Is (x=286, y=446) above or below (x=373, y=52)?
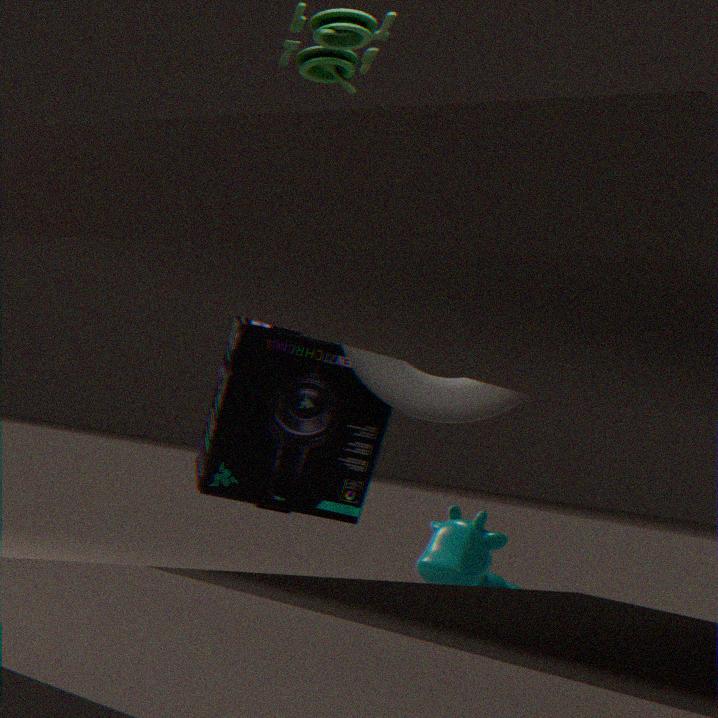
below
